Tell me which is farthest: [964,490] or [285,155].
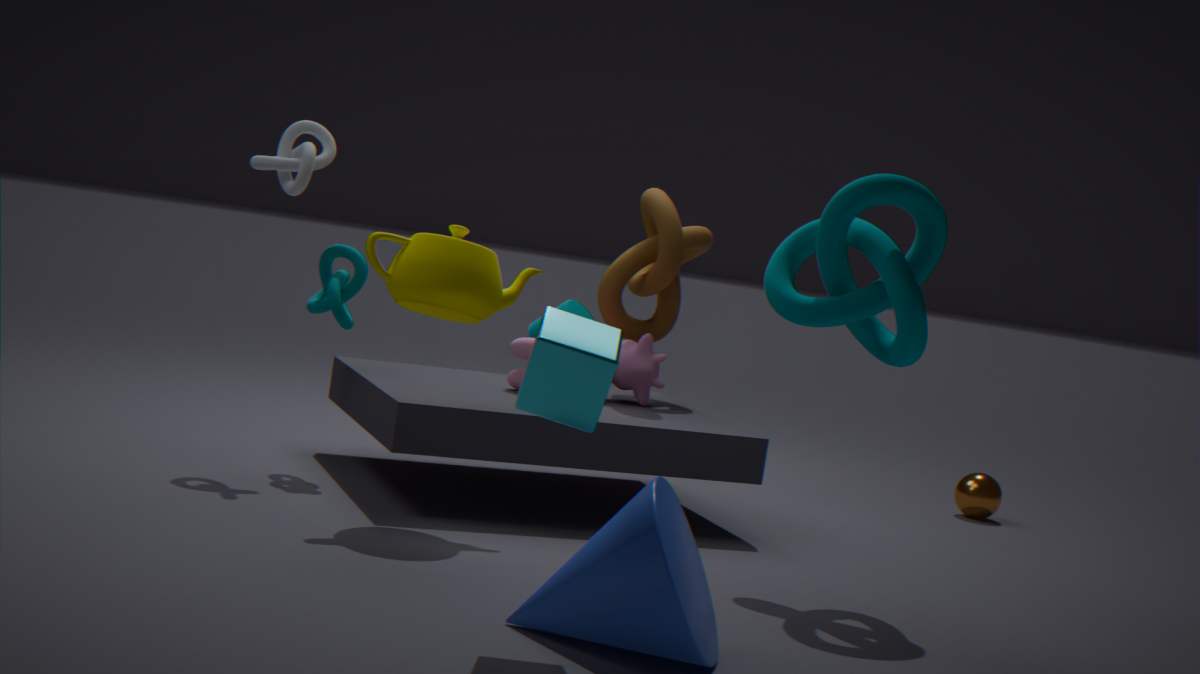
[964,490]
